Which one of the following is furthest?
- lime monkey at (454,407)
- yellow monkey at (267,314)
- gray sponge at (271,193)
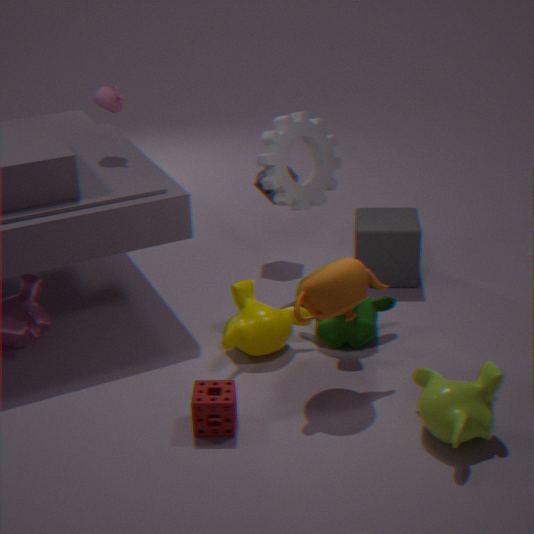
gray sponge at (271,193)
